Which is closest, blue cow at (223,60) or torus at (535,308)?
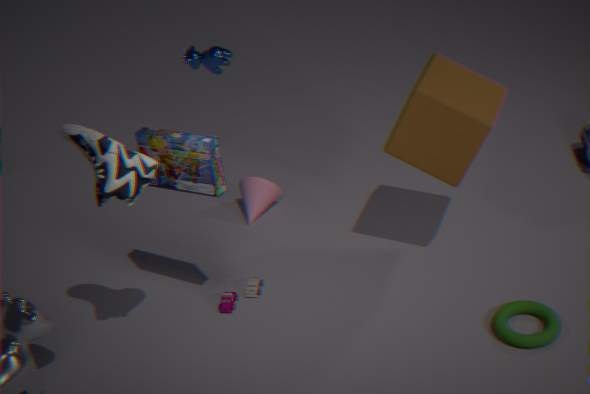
torus at (535,308)
